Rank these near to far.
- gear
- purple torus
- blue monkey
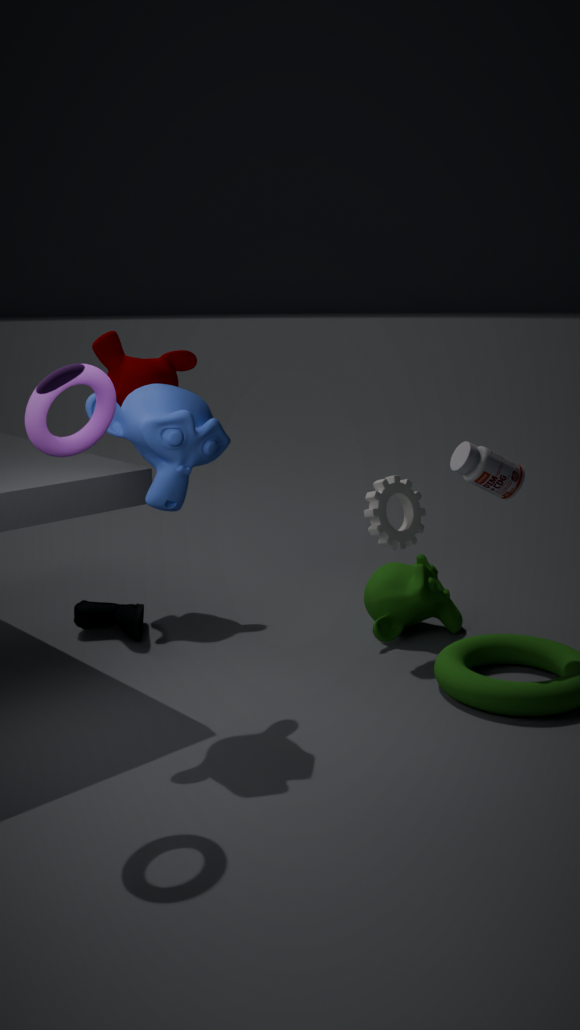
purple torus < blue monkey < gear
